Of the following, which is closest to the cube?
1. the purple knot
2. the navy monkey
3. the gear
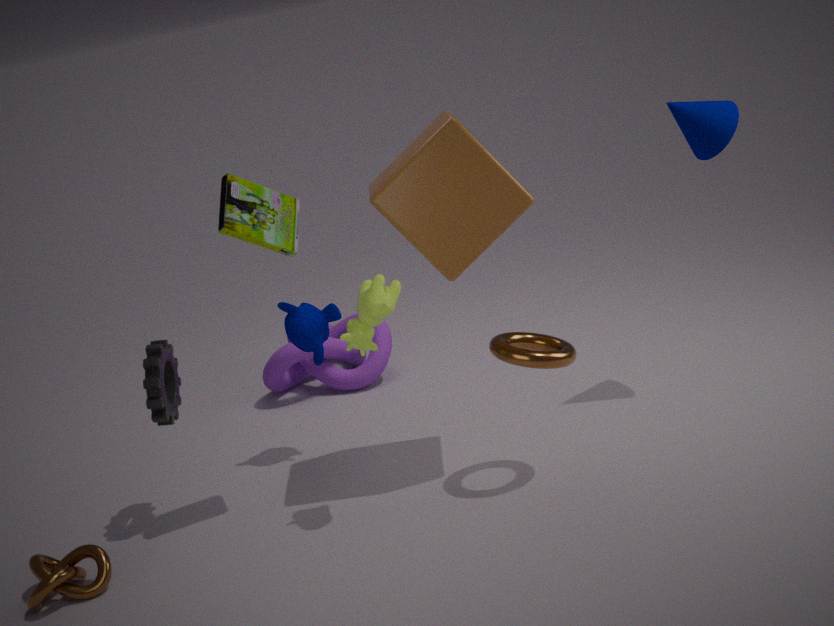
the navy monkey
